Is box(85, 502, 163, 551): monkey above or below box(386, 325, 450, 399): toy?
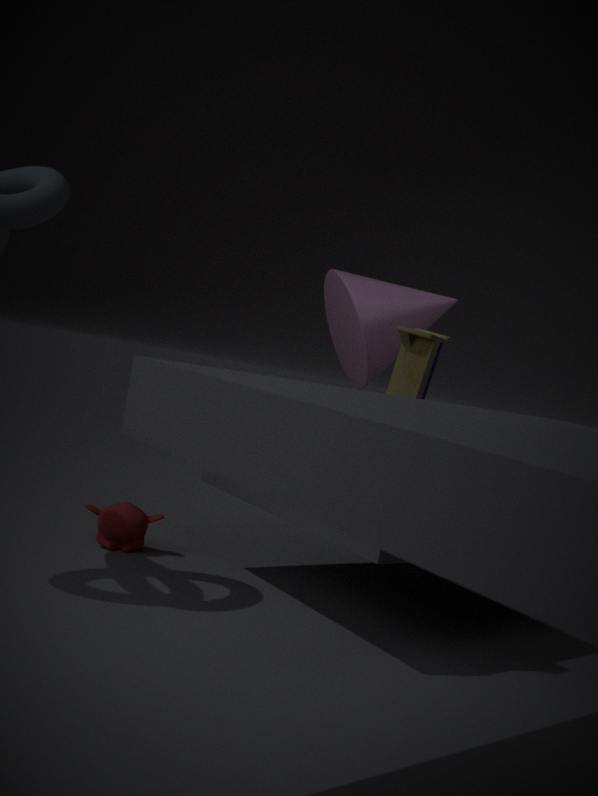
below
